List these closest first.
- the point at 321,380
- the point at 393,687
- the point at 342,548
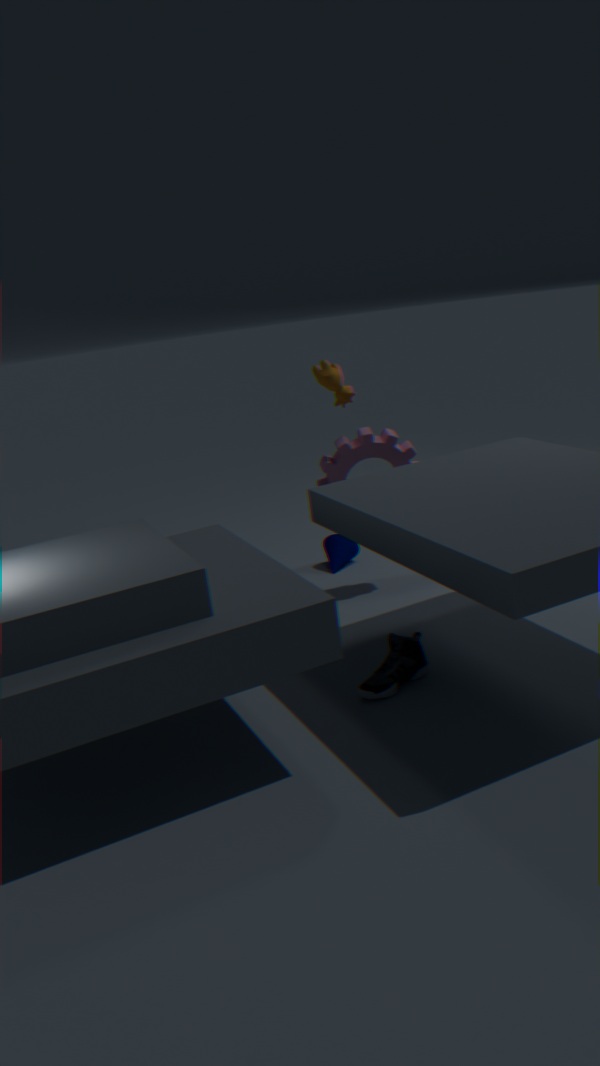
1. the point at 393,687
2. the point at 321,380
3. the point at 342,548
